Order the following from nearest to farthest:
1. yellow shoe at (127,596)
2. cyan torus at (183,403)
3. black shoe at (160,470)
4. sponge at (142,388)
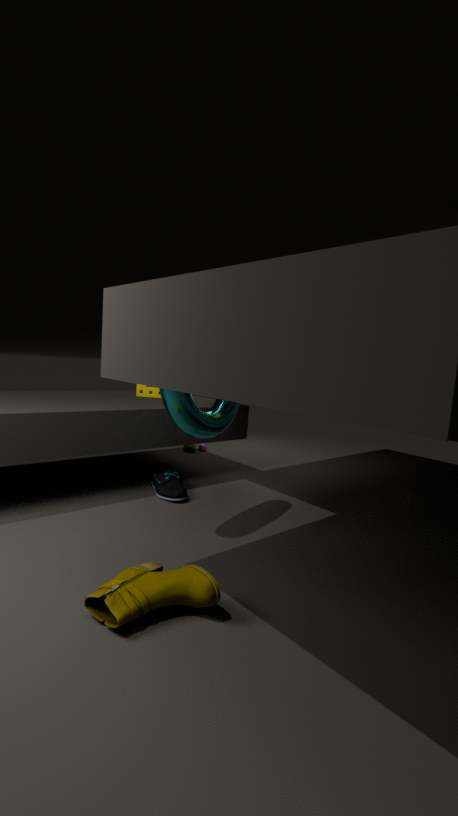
yellow shoe at (127,596), cyan torus at (183,403), black shoe at (160,470), sponge at (142,388)
